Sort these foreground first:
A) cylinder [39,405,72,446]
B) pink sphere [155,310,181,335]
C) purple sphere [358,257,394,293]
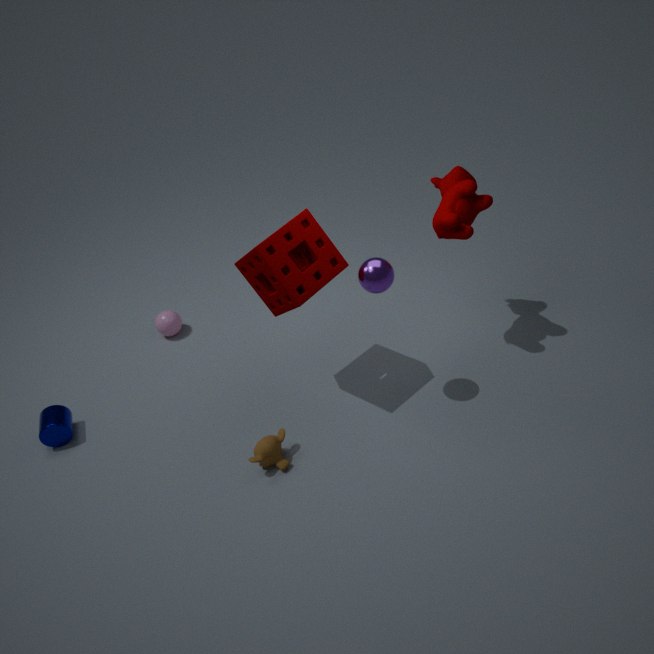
1. purple sphere [358,257,394,293]
2. cylinder [39,405,72,446]
3. pink sphere [155,310,181,335]
